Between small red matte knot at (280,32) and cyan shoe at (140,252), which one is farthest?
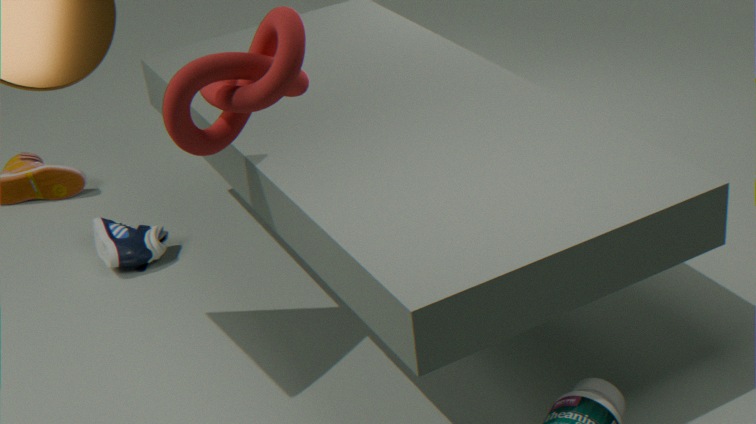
cyan shoe at (140,252)
